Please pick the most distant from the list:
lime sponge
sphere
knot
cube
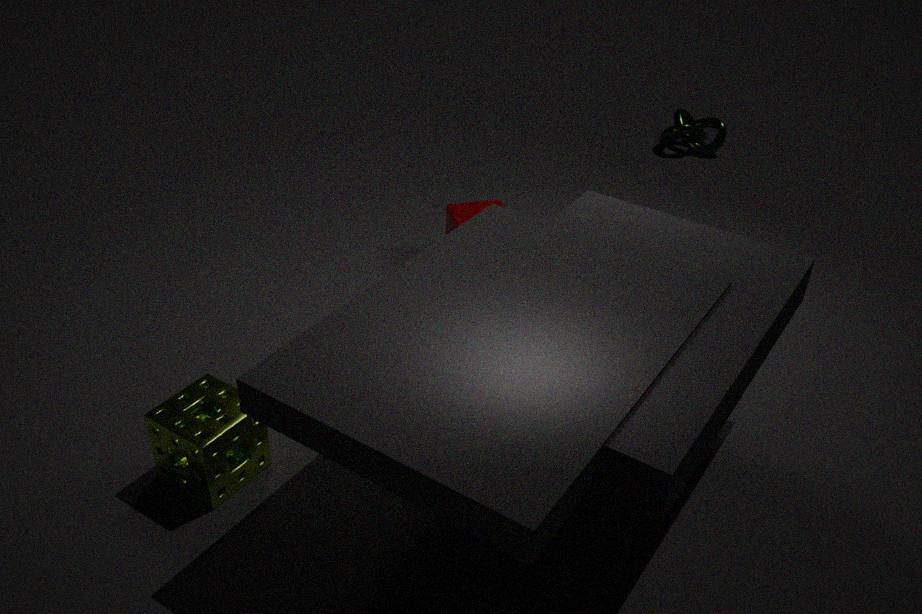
knot
